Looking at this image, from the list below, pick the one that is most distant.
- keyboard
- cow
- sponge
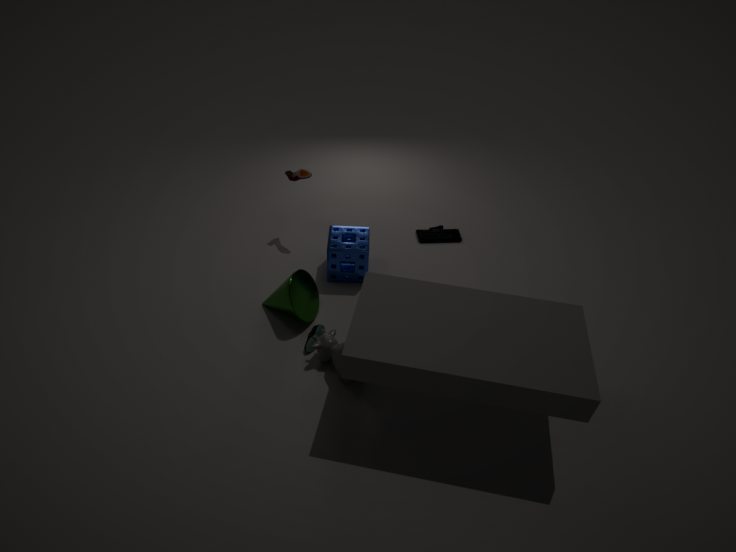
keyboard
